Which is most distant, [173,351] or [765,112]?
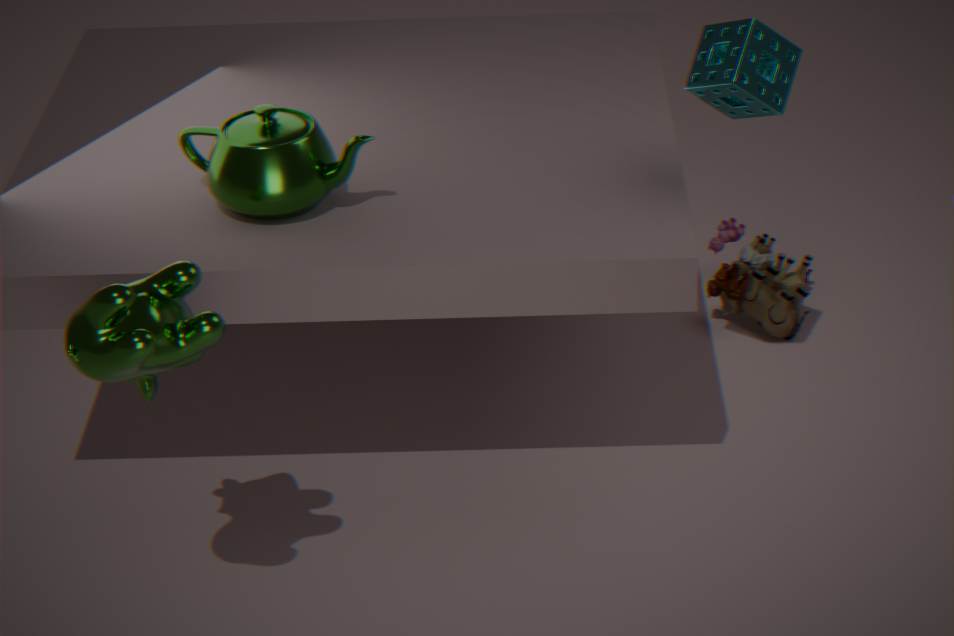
[765,112]
